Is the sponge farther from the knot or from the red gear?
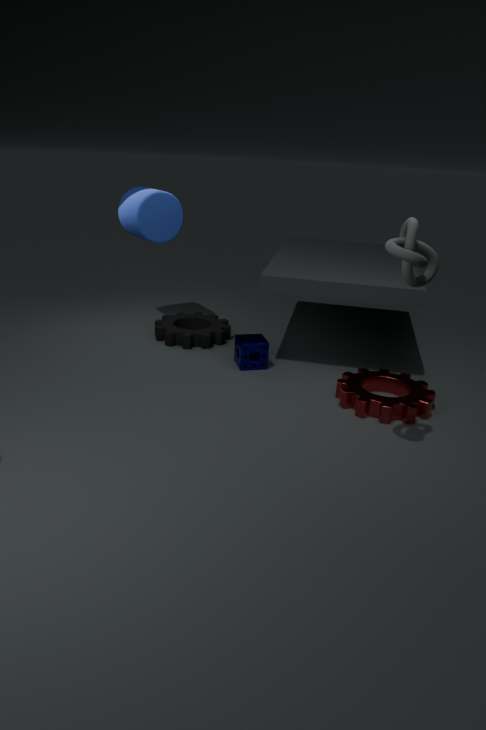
the knot
